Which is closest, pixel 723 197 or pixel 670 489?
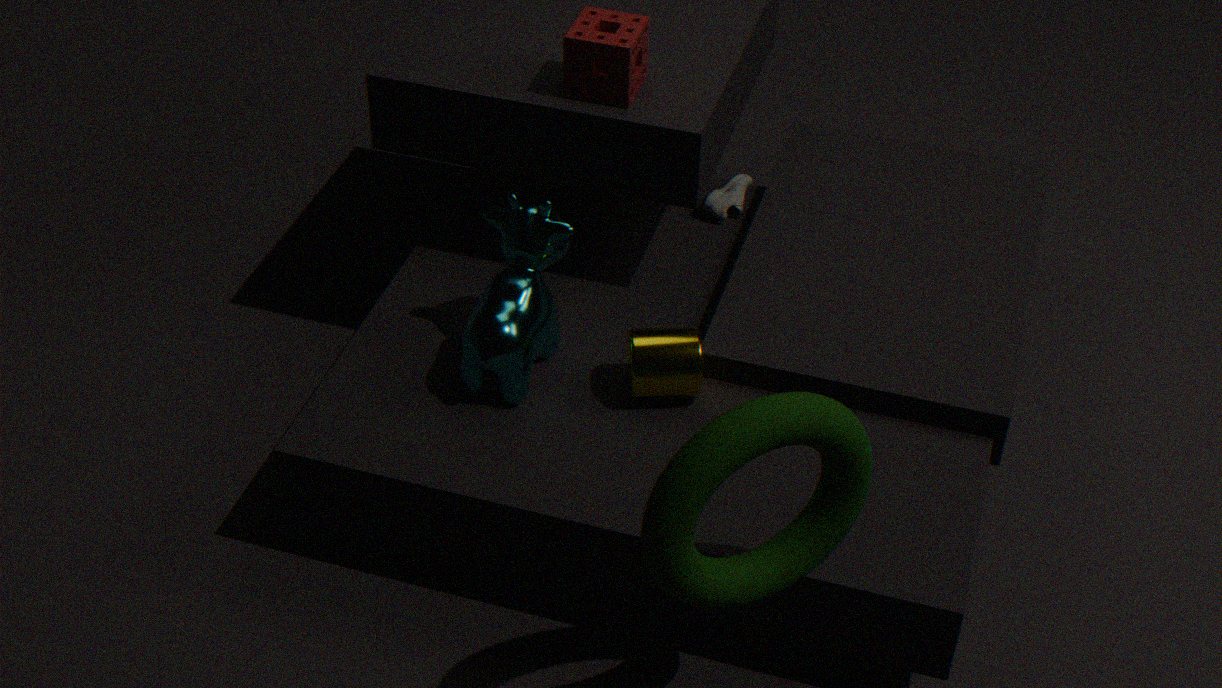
pixel 670 489
